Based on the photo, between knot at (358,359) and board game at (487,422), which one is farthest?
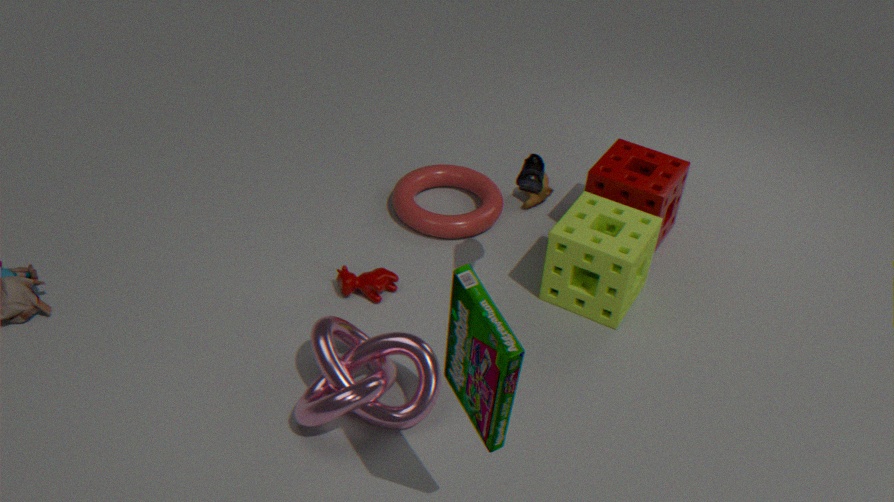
knot at (358,359)
